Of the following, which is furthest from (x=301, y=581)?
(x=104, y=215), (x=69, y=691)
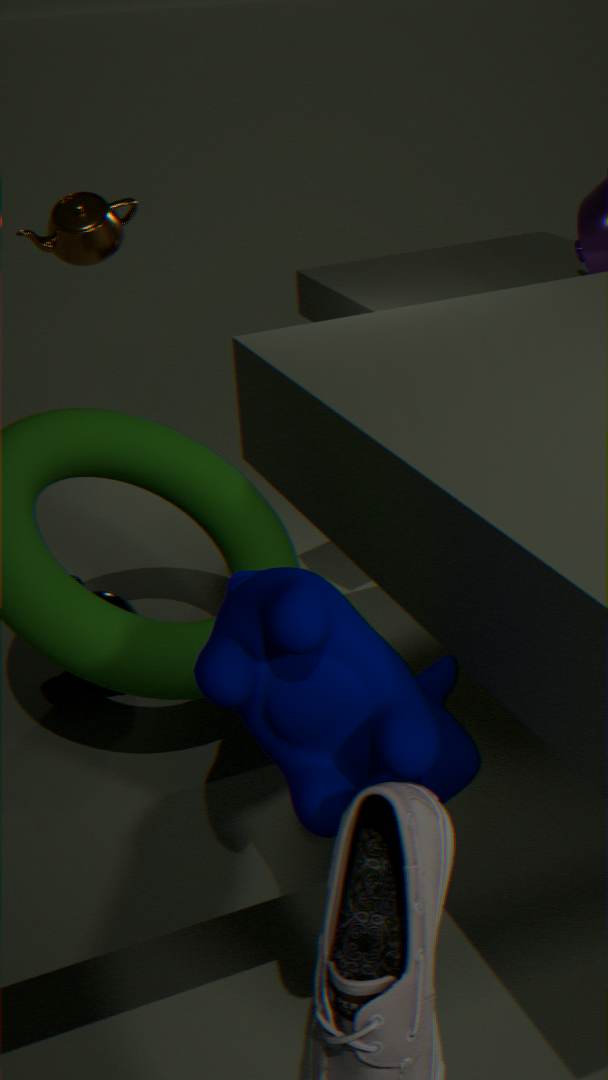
(x=104, y=215)
